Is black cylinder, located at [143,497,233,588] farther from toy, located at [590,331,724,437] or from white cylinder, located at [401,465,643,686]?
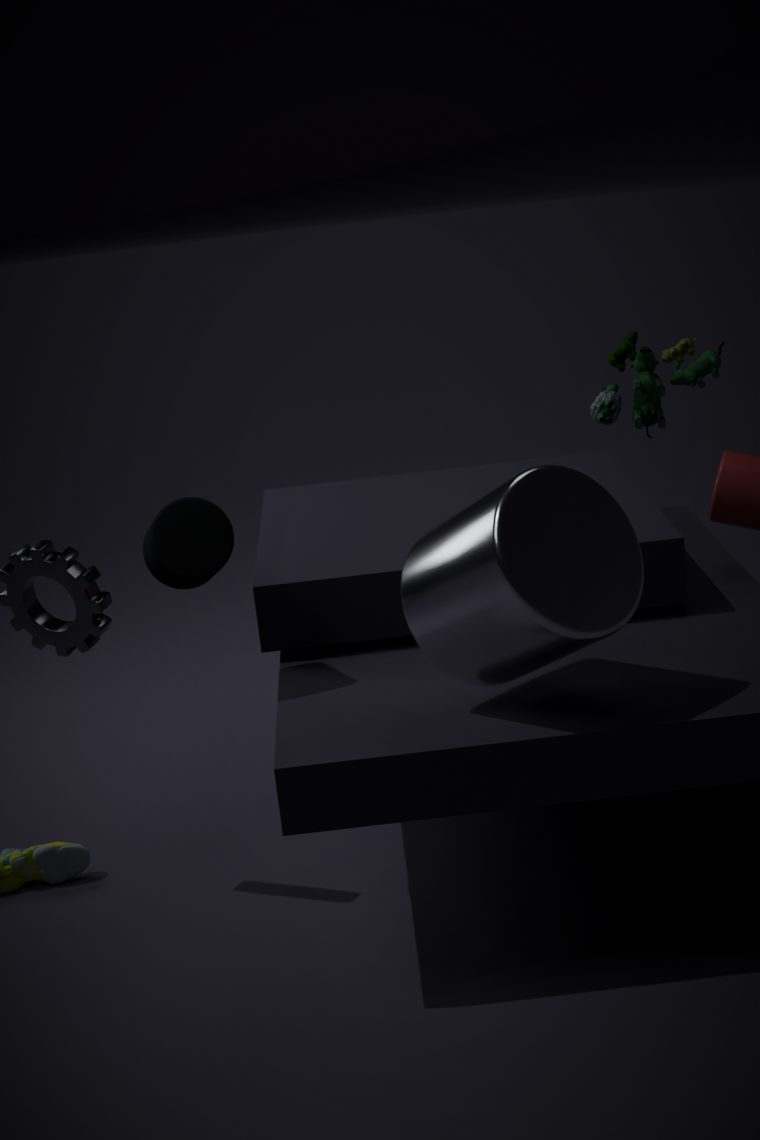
toy, located at [590,331,724,437]
